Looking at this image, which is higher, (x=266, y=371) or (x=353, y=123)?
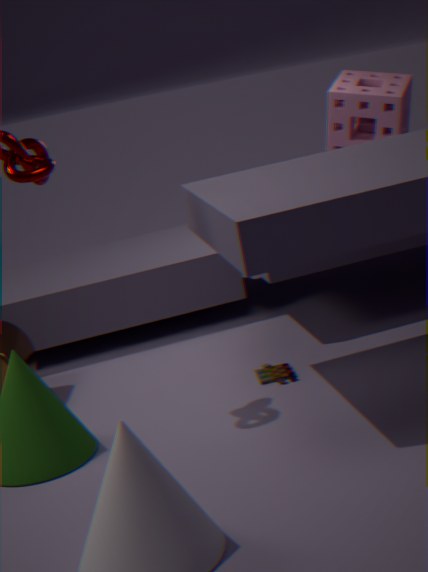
(x=353, y=123)
